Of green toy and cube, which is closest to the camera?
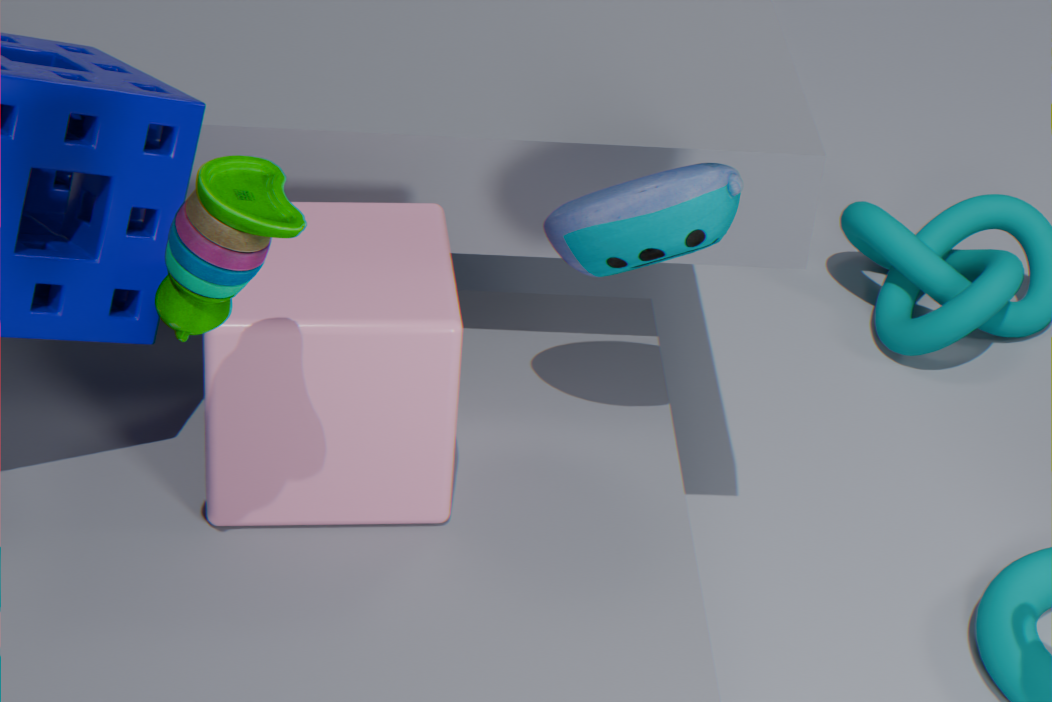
green toy
